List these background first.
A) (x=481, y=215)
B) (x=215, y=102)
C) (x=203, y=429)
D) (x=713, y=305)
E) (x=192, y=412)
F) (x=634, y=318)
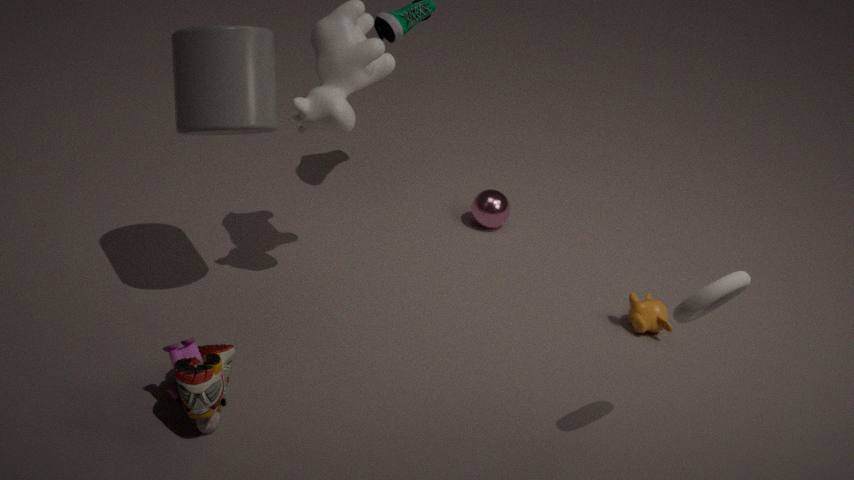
(x=481, y=215)
(x=634, y=318)
(x=215, y=102)
(x=203, y=429)
(x=192, y=412)
(x=713, y=305)
